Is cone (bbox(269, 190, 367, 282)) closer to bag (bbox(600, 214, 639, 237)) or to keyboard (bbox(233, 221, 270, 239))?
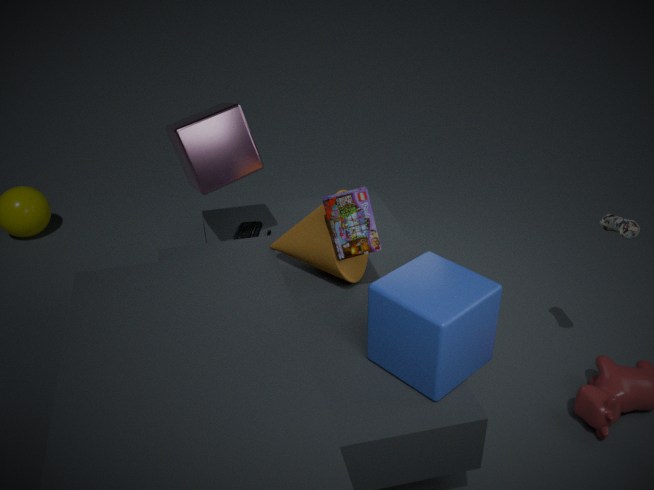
keyboard (bbox(233, 221, 270, 239))
